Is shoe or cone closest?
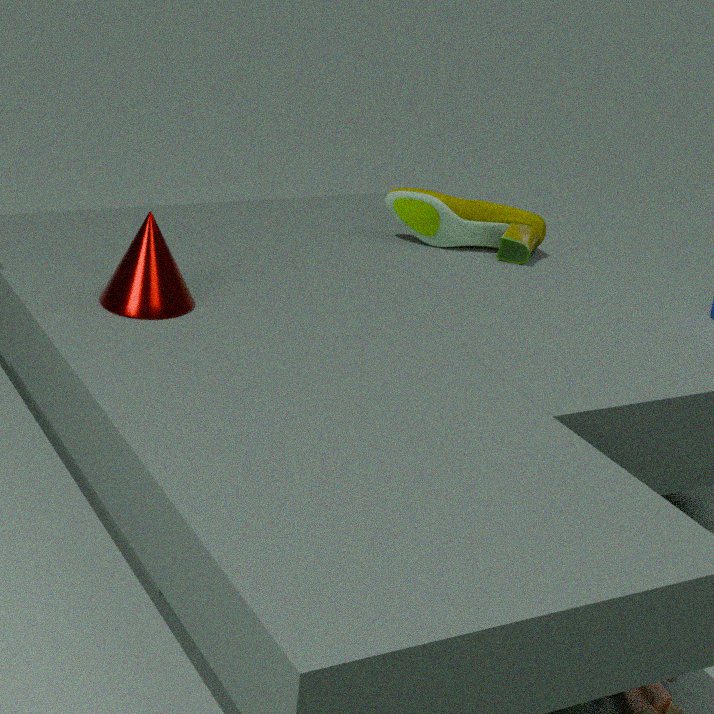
cone
